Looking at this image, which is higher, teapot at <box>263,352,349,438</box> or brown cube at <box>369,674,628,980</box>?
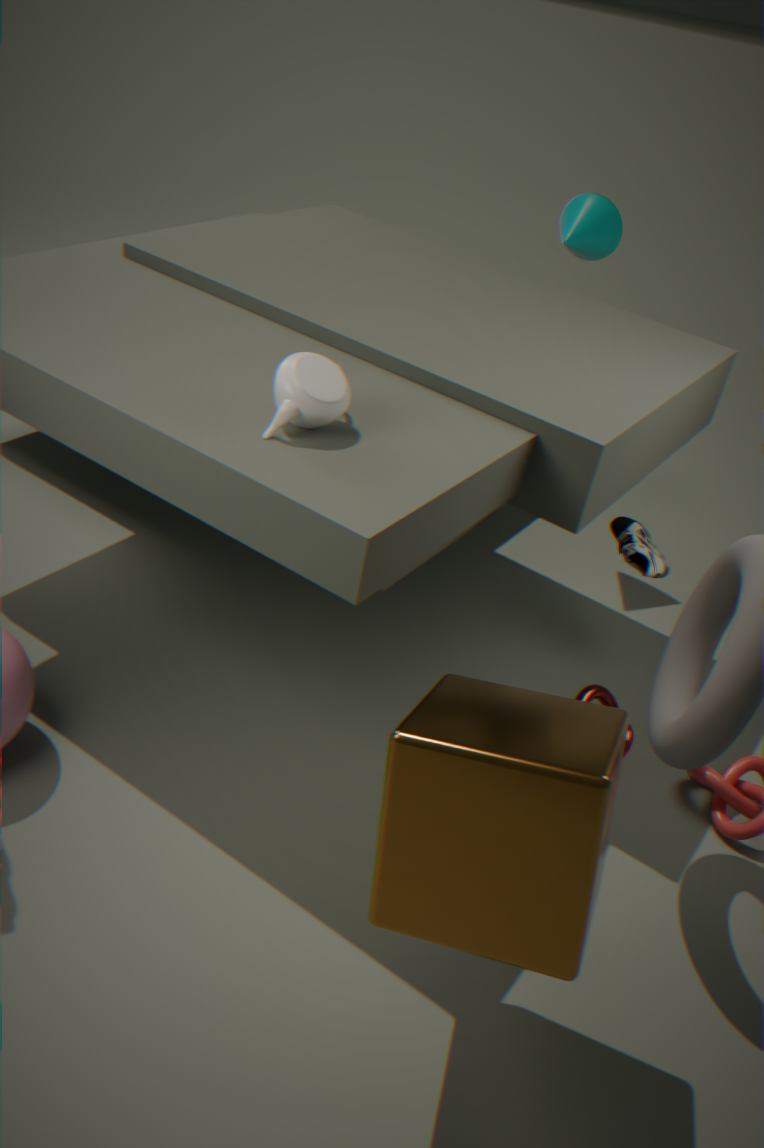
teapot at <box>263,352,349,438</box>
